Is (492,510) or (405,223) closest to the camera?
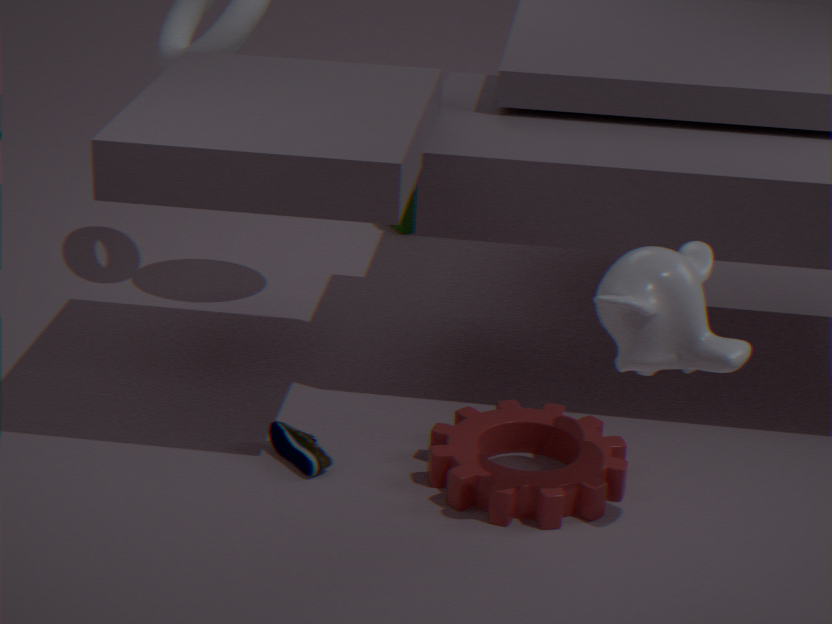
(492,510)
